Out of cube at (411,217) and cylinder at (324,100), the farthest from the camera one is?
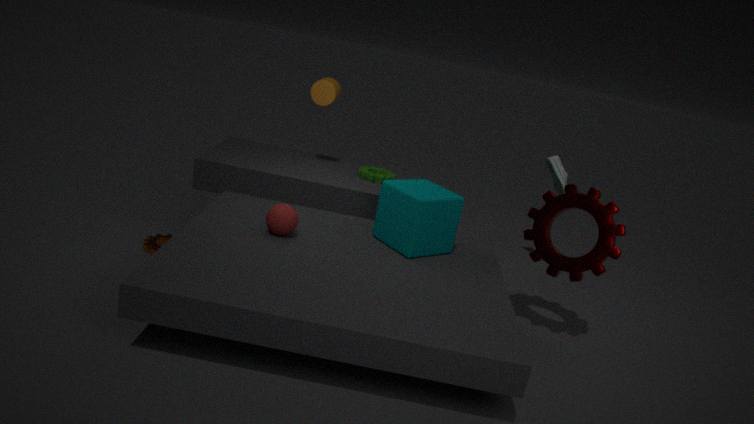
cylinder at (324,100)
